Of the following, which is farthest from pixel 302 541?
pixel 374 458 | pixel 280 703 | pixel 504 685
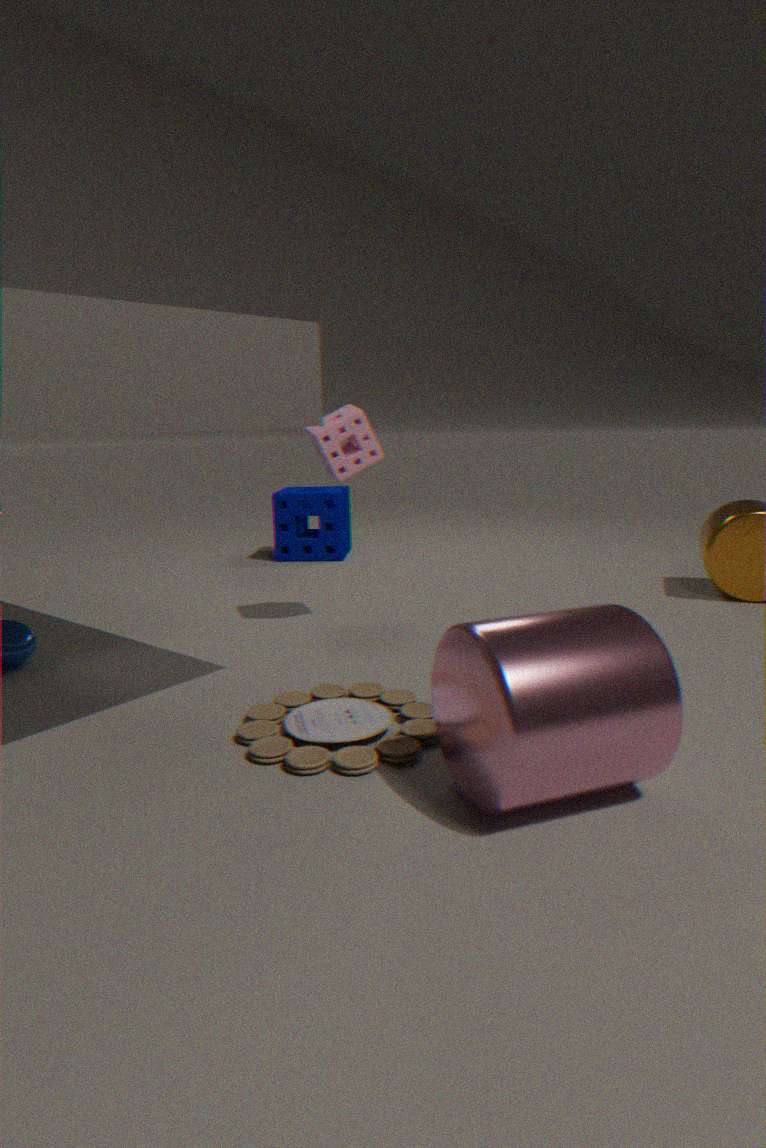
pixel 504 685
